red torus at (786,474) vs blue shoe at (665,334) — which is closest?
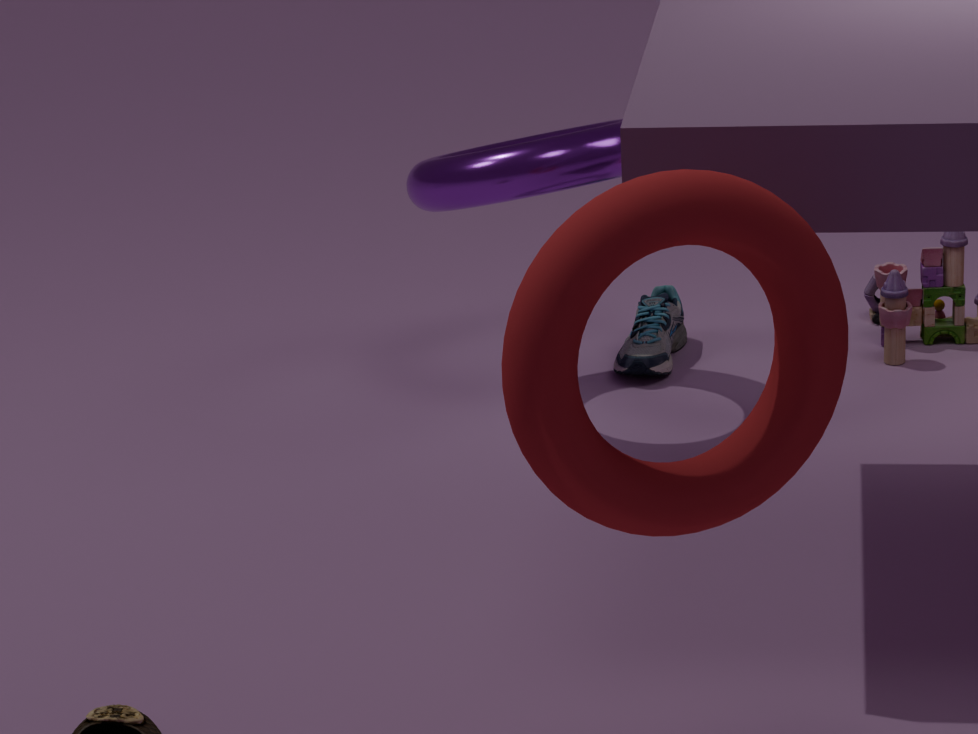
red torus at (786,474)
